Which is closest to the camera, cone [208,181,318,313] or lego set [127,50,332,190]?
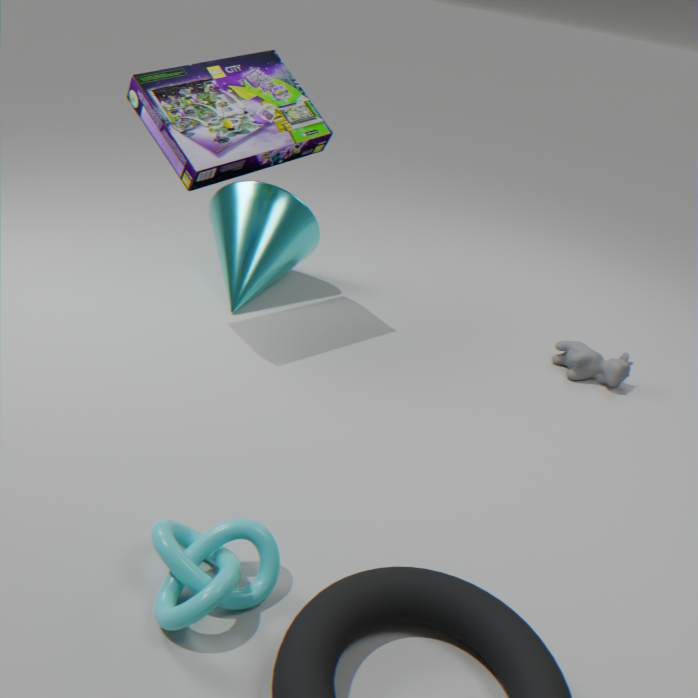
lego set [127,50,332,190]
